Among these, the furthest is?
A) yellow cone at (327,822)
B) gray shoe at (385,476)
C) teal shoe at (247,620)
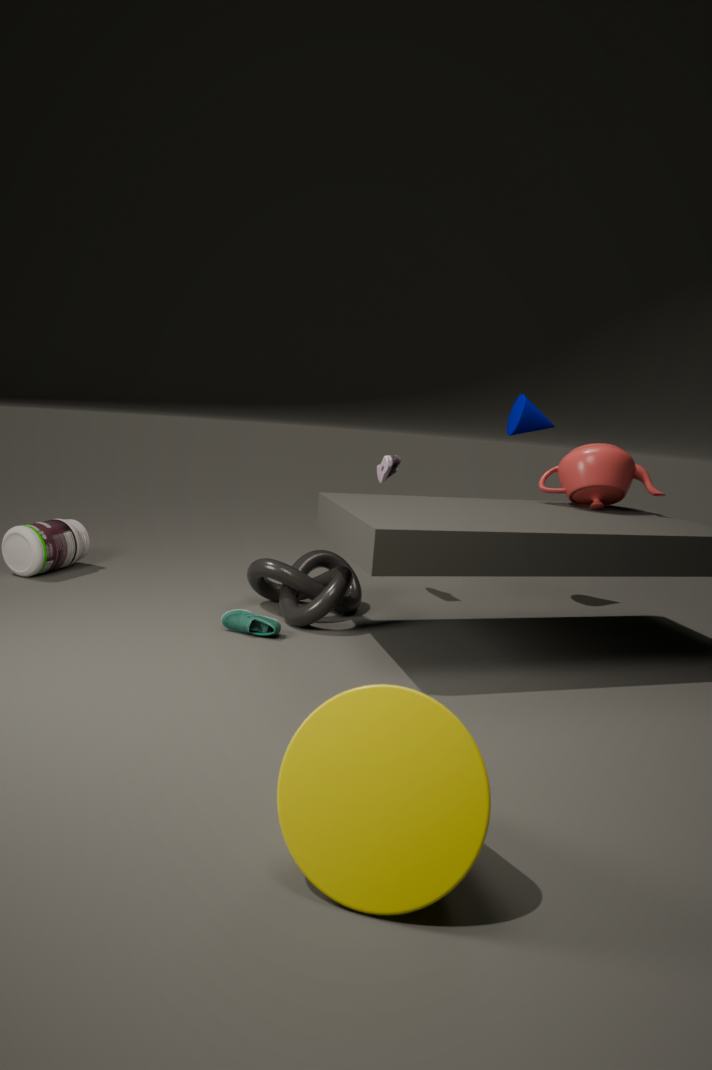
gray shoe at (385,476)
